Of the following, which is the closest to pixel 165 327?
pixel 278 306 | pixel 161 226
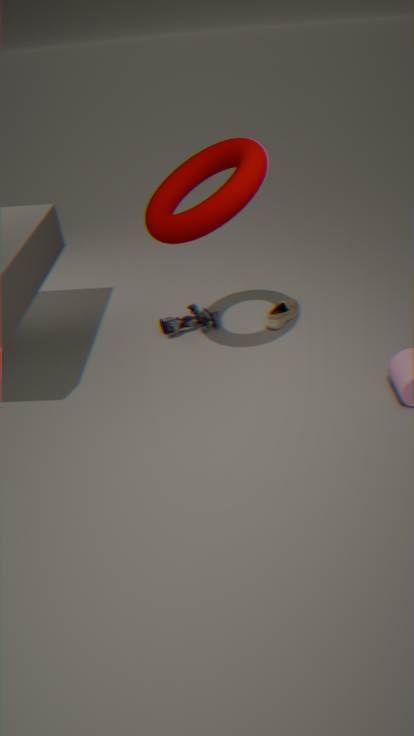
pixel 278 306
